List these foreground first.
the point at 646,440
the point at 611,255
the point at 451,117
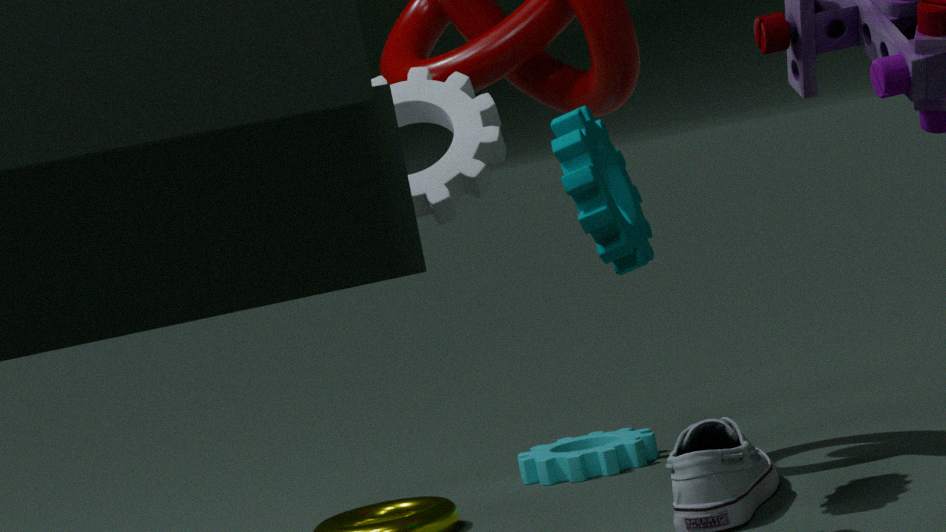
the point at 451,117 → the point at 611,255 → the point at 646,440
